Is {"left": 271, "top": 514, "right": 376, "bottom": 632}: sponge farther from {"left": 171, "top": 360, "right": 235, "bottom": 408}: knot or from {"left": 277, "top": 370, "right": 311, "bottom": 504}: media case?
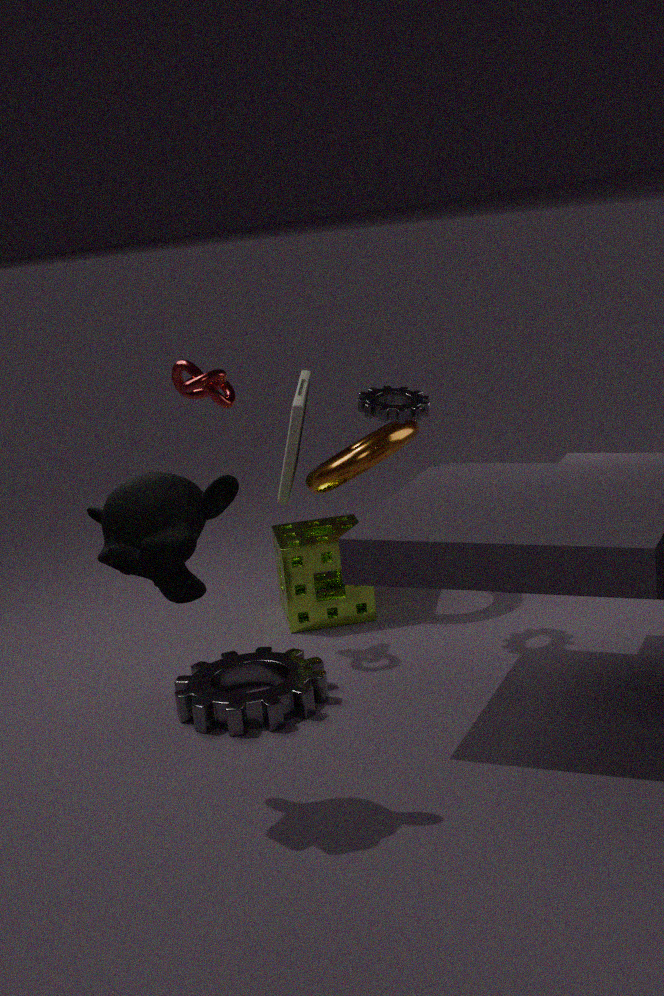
{"left": 171, "top": 360, "right": 235, "bottom": 408}: knot
